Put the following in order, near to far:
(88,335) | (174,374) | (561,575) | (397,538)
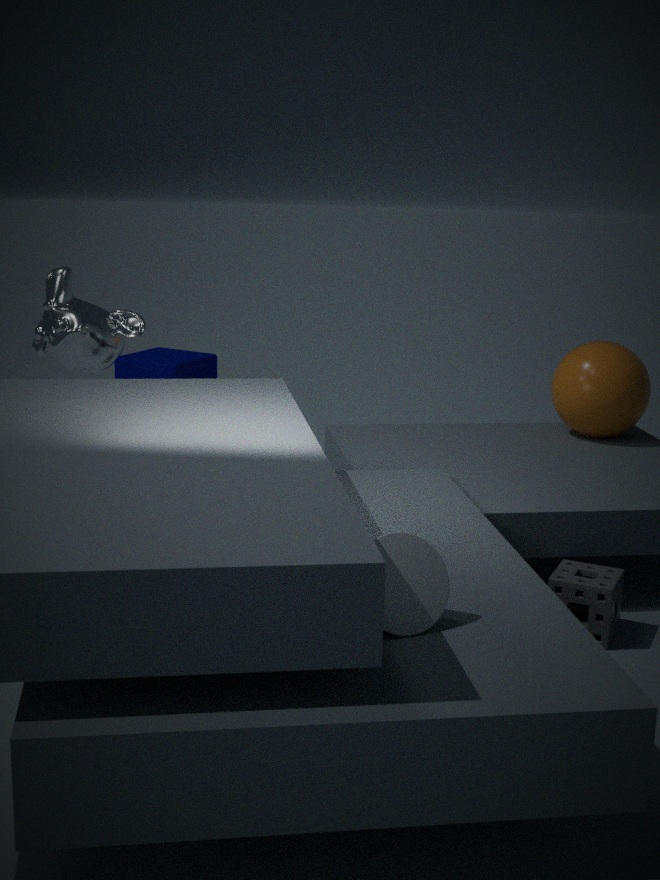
(397,538)
(561,575)
(88,335)
(174,374)
